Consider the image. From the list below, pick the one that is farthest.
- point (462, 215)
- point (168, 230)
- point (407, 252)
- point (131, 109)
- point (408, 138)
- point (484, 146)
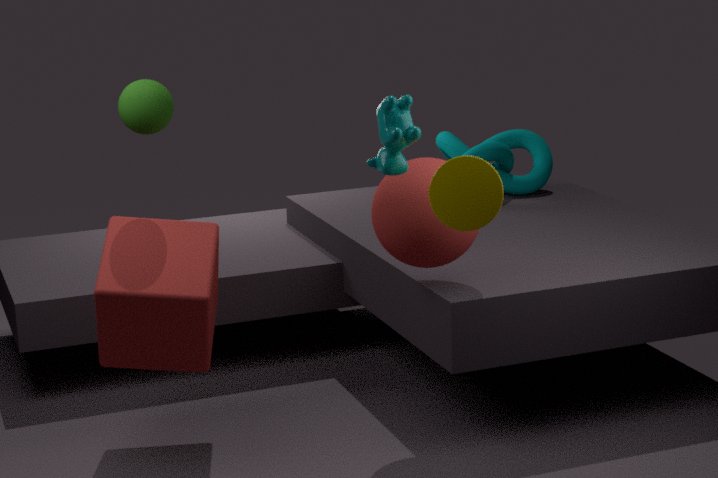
point (484, 146)
